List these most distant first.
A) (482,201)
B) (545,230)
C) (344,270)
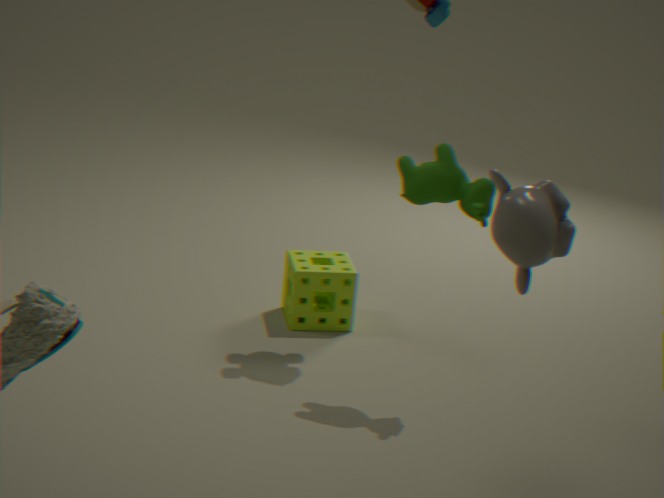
(344,270), (482,201), (545,230)
